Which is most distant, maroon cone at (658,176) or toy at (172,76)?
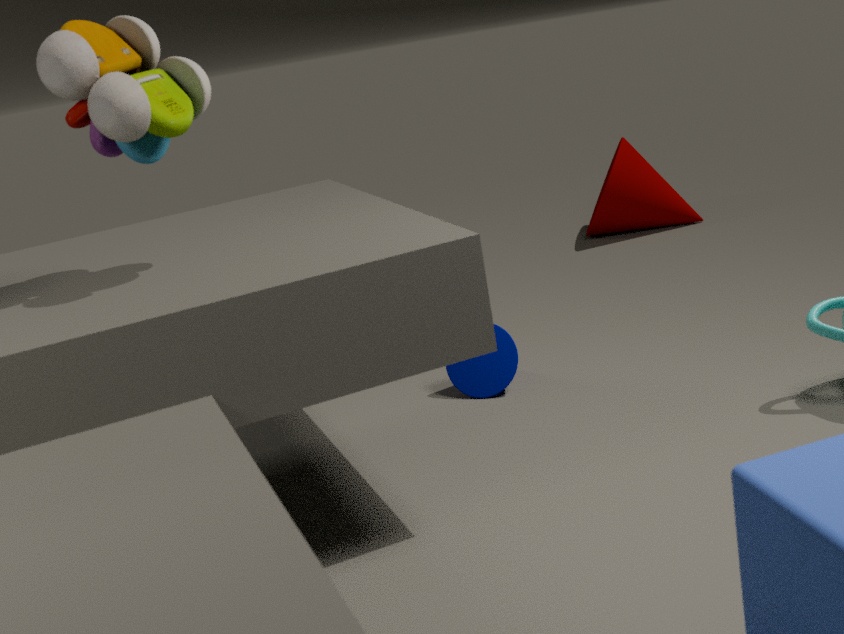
maroon cone at (658,176)
